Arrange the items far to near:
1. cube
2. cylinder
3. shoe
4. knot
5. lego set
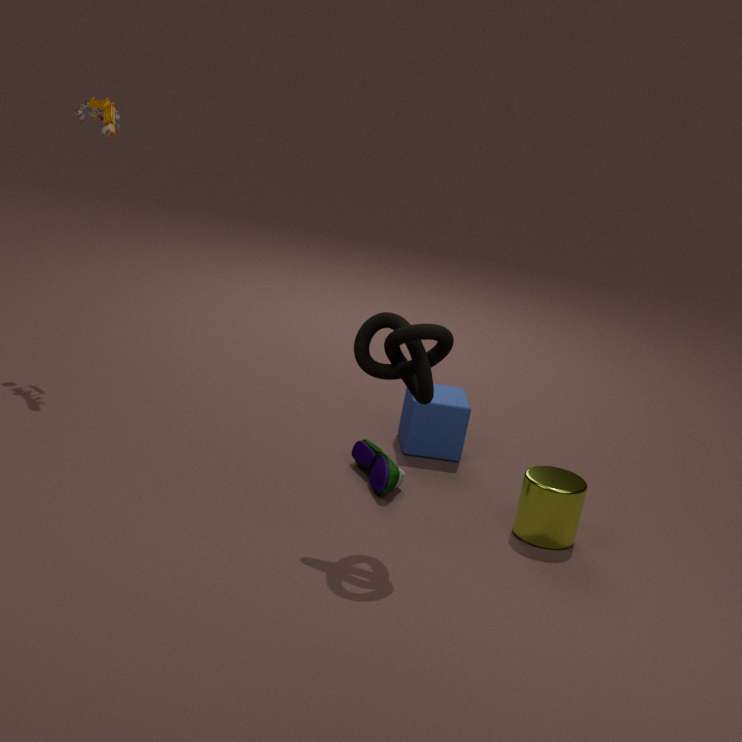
cube
lego set
shoe
cylinder
knot
